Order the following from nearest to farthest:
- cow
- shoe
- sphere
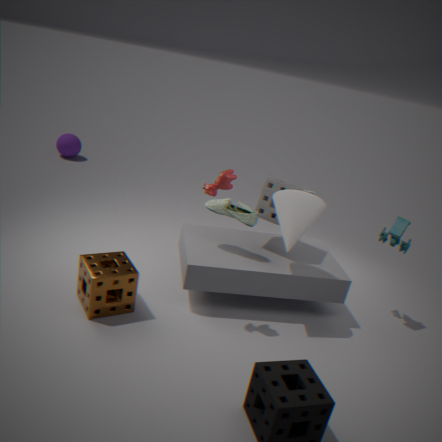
cow → shoe → sphere
